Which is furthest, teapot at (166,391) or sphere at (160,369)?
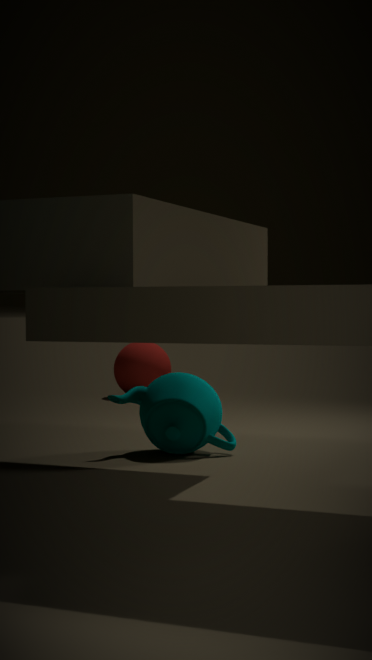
sphere at (160,369)
